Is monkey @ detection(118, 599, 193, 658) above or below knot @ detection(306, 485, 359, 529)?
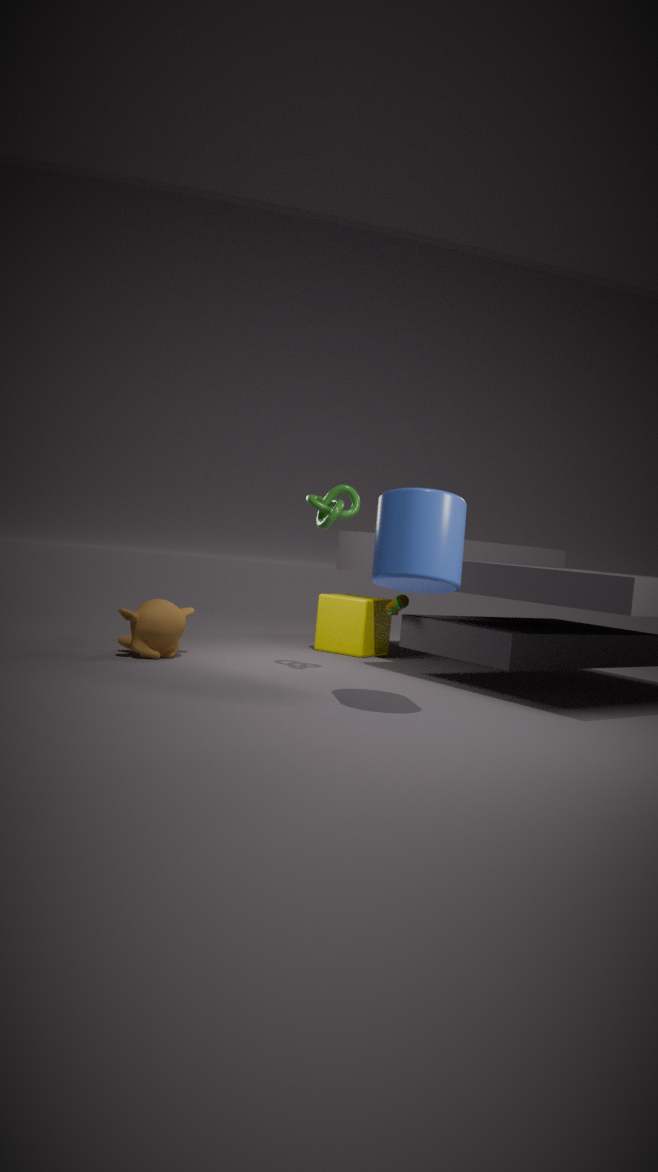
below
